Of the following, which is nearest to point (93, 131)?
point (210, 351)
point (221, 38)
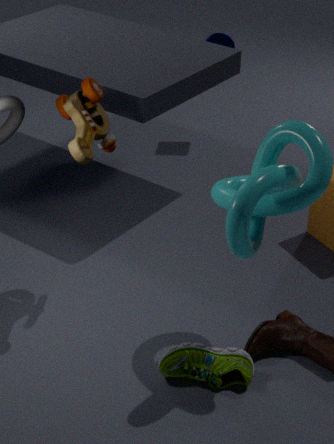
point (210, 351)
